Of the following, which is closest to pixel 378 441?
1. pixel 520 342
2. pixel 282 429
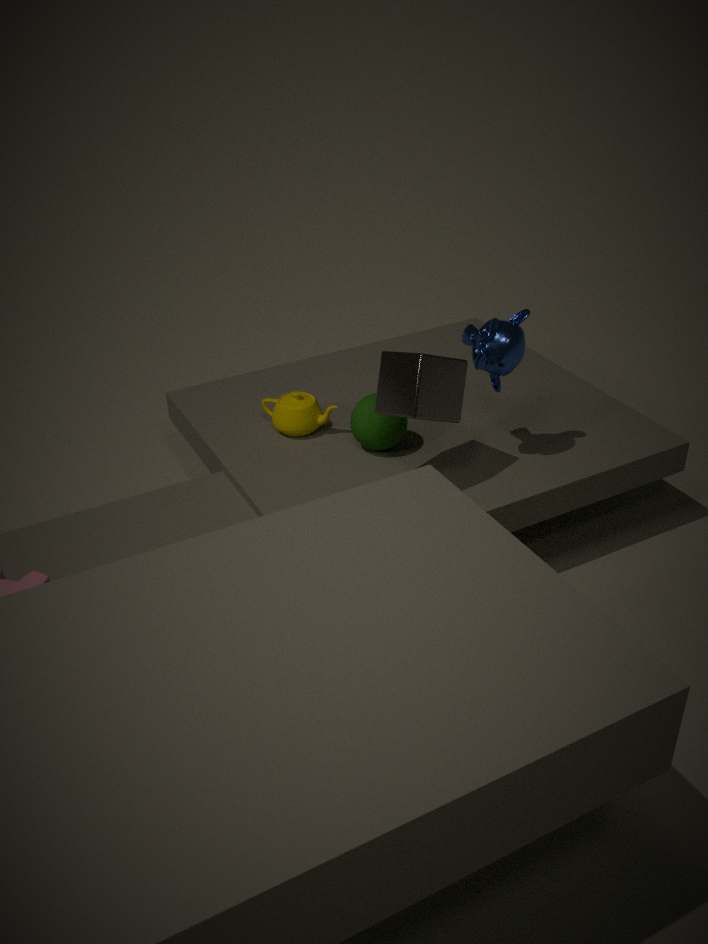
pixel 282 429
